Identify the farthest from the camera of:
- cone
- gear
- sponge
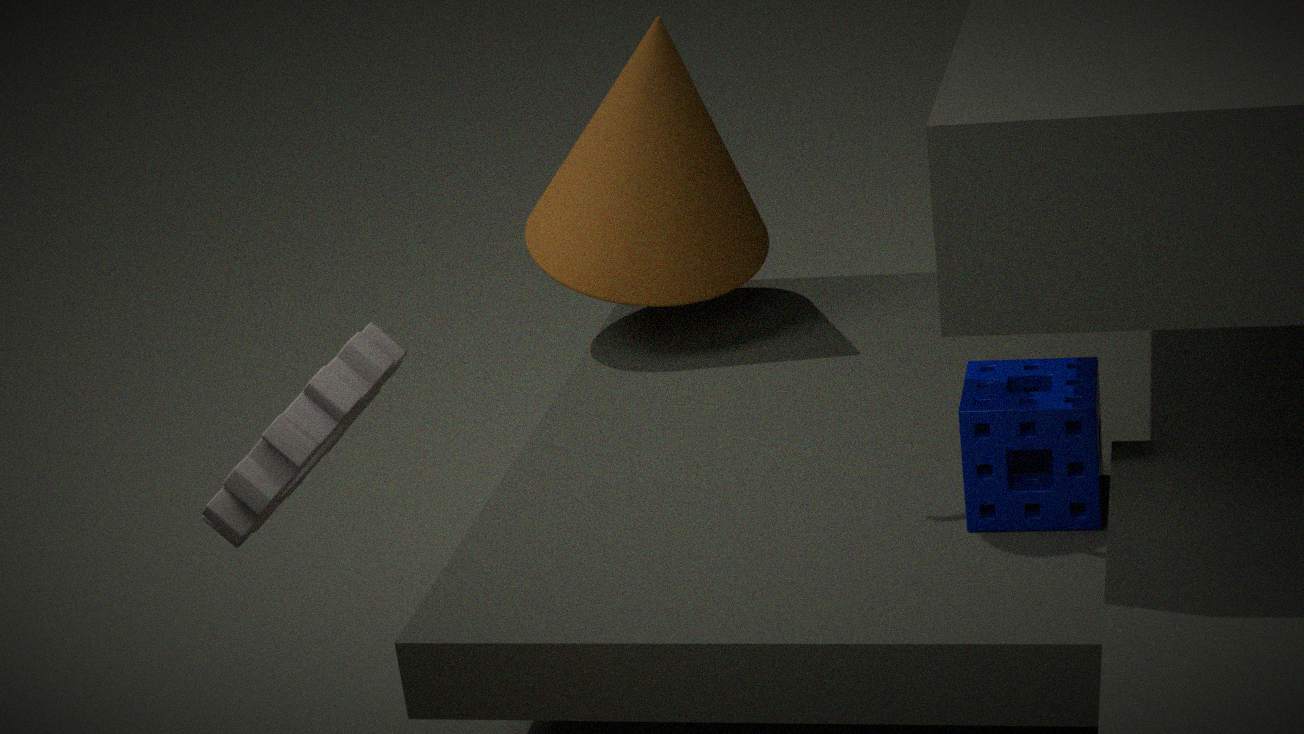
cone
